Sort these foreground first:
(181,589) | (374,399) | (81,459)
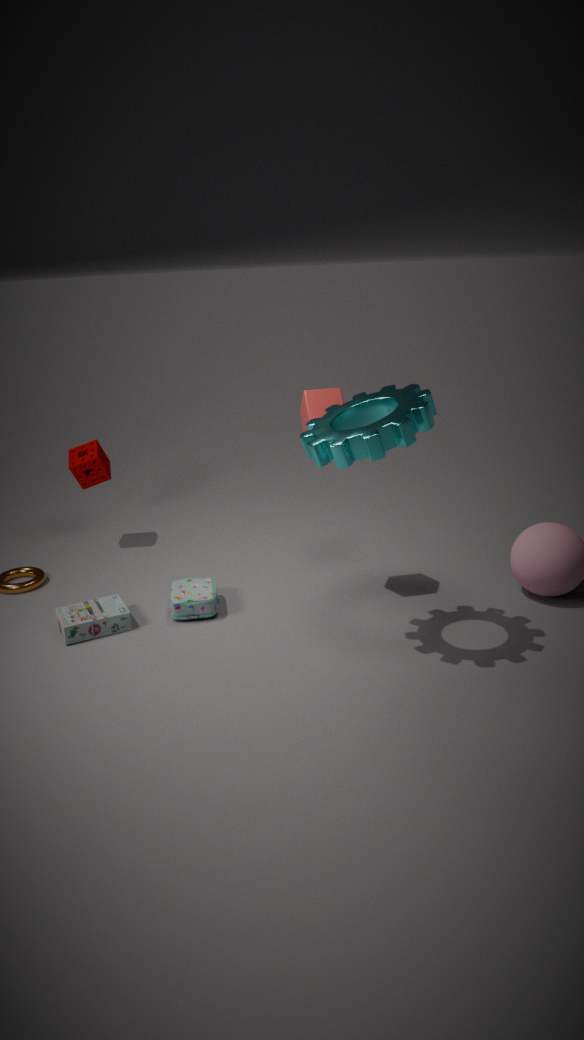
(374,399) → (181,589) → (81,459)
